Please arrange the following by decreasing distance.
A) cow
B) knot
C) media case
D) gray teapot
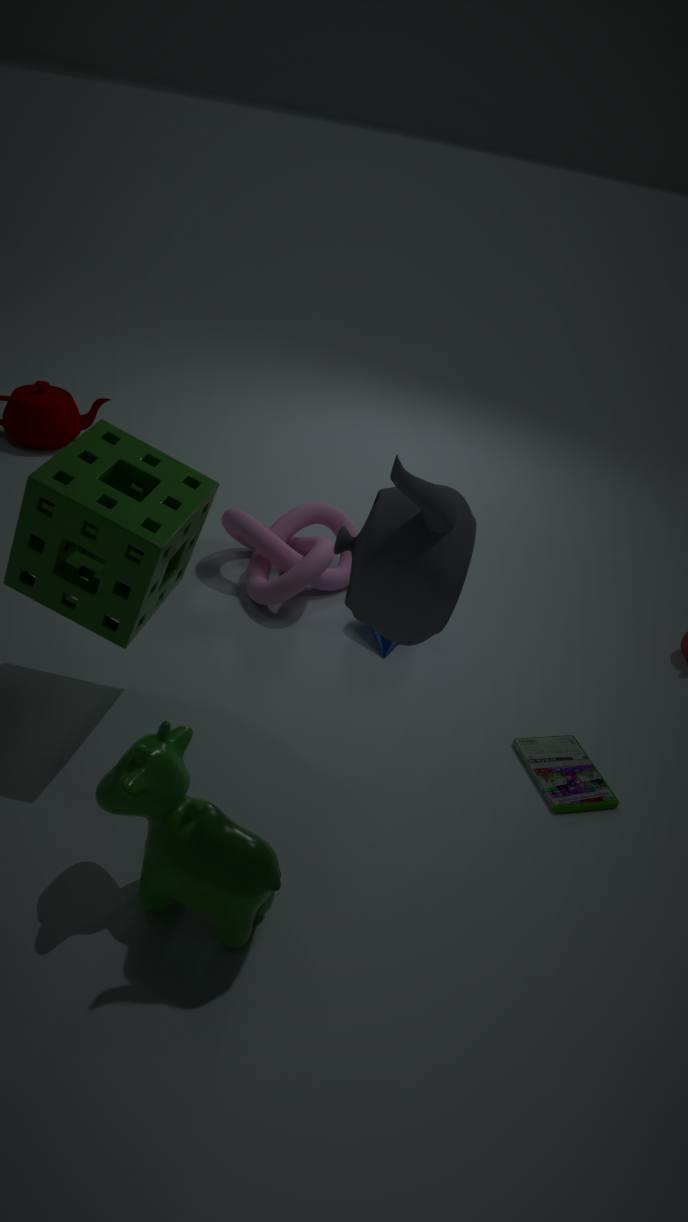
knot
media case
cow
gray teapot
